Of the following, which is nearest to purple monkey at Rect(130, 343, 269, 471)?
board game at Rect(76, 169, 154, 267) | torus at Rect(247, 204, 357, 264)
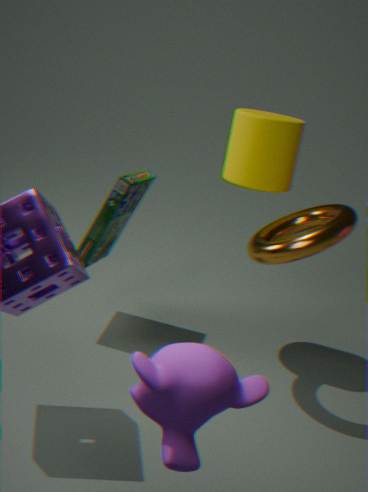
torus at Rect(247, 204, 357, 264)
